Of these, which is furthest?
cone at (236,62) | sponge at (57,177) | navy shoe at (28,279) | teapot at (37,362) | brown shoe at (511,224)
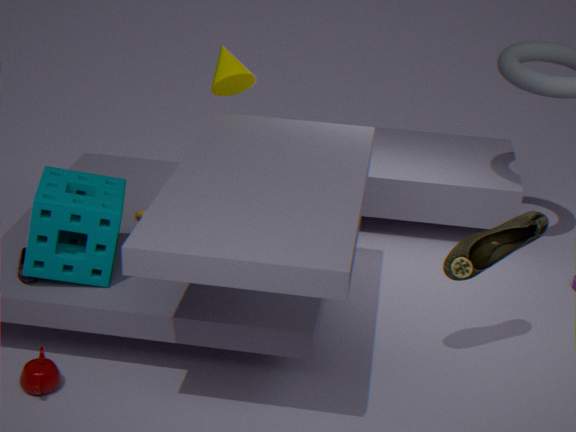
cone at (236,62)
